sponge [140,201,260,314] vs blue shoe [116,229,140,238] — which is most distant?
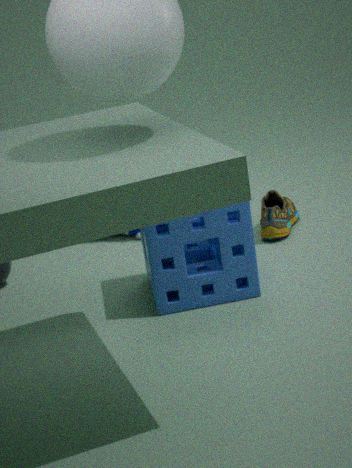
blue shoe [116,229,140,238]
